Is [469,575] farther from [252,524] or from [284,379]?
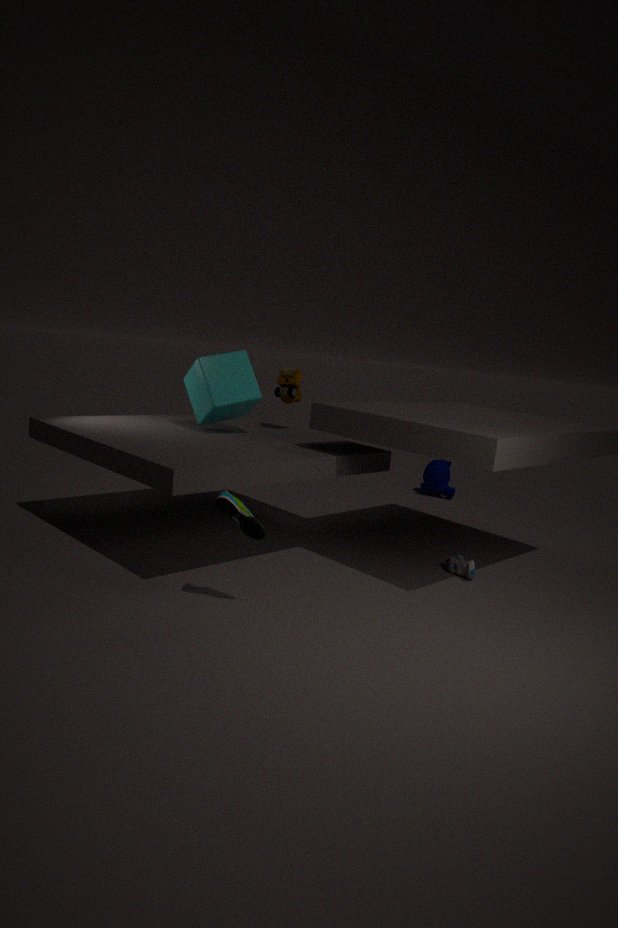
[284,379]
